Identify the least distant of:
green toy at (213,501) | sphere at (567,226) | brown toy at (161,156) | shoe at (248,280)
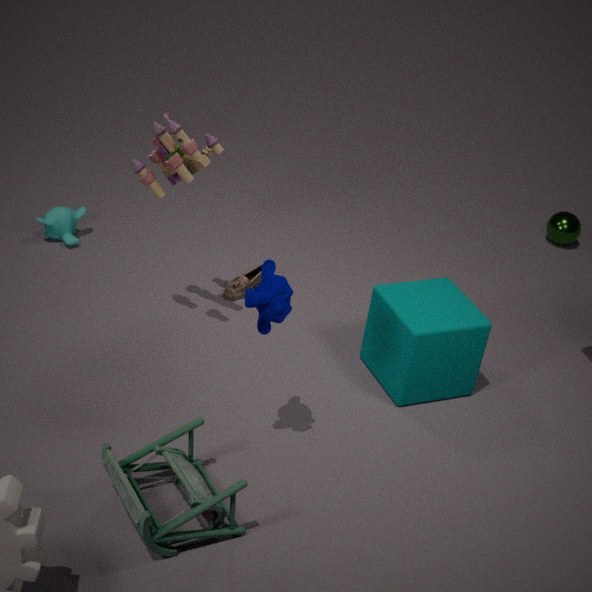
green toy at (213,501)
